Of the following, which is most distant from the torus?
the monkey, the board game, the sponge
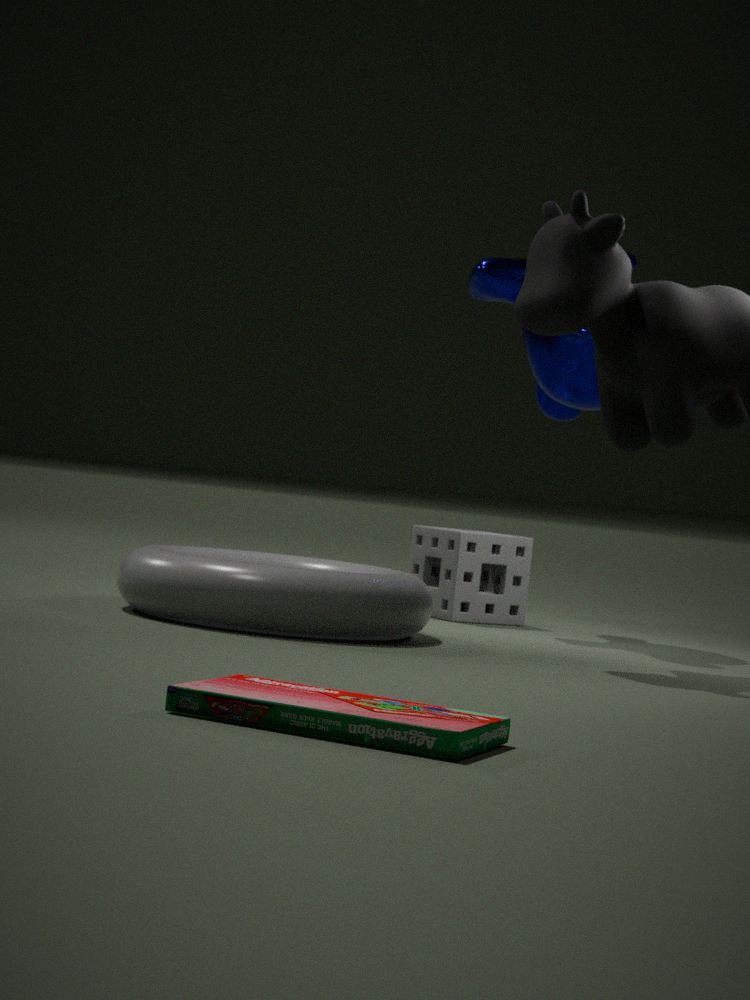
the board game
